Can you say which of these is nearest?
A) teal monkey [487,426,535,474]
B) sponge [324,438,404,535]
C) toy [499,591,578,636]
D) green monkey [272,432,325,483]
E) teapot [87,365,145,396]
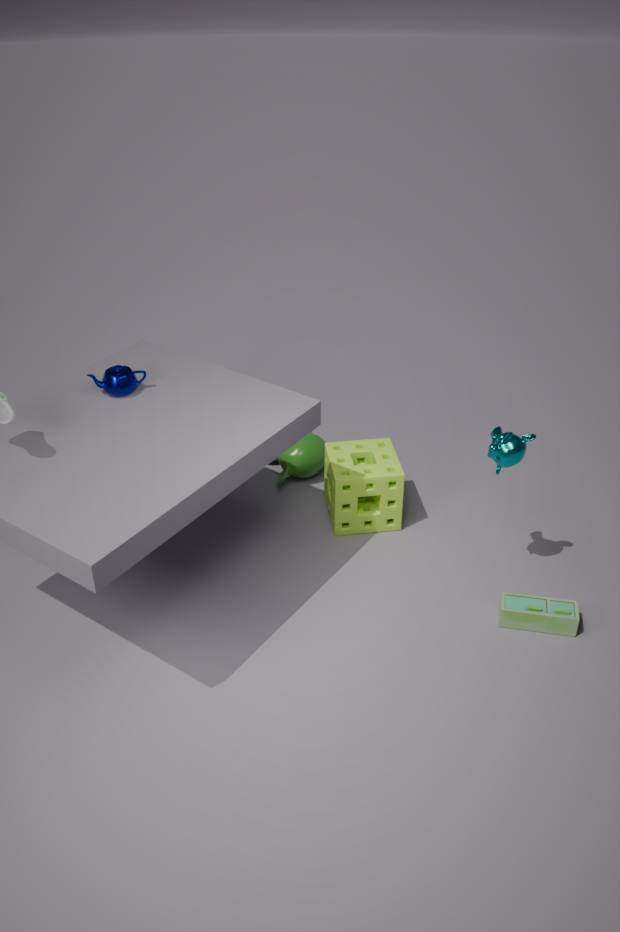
teal monkey [487,426,535,474]
